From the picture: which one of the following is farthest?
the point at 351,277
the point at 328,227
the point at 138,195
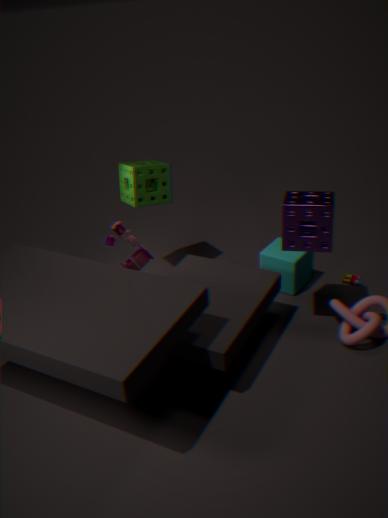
the point at 351,277
